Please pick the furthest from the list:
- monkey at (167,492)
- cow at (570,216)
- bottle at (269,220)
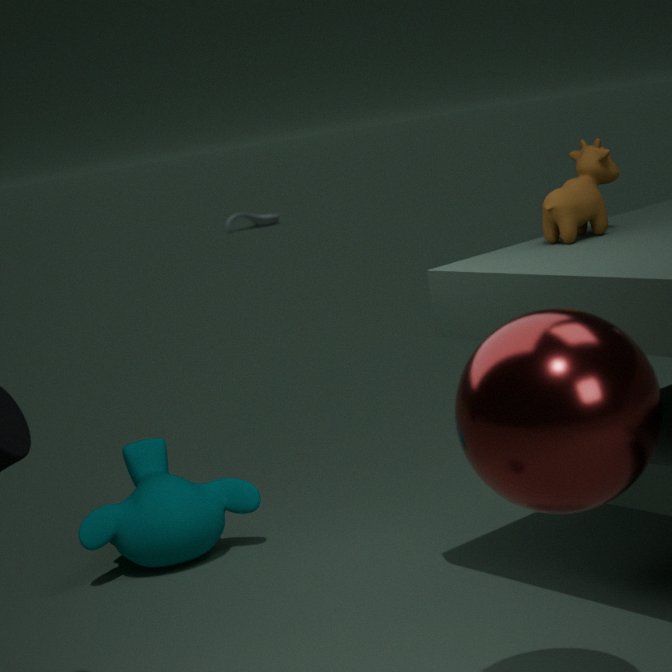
bottle at (269,220)
